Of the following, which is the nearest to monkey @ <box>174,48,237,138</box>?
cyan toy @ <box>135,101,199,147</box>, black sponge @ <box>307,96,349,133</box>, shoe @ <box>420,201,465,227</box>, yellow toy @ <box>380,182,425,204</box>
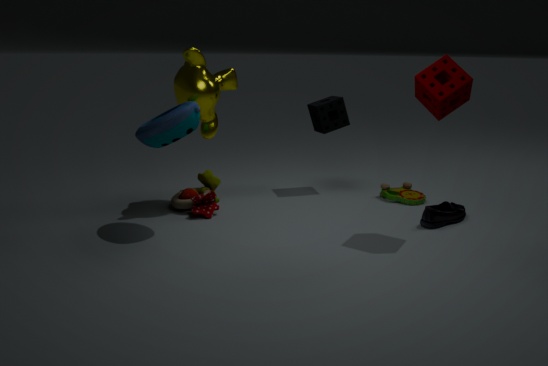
cyan toy @ <box>135,101,199,147</box>
